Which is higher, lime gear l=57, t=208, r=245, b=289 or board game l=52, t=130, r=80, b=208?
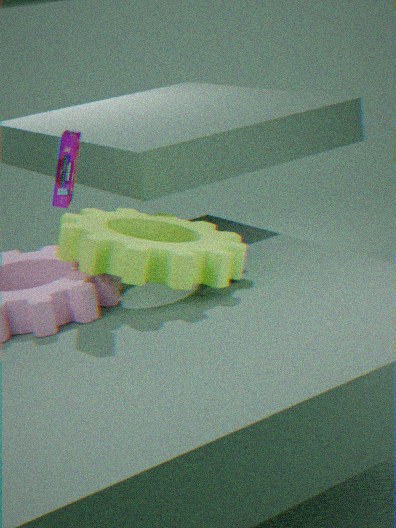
board game l=52, t=130, r=80, b=208
